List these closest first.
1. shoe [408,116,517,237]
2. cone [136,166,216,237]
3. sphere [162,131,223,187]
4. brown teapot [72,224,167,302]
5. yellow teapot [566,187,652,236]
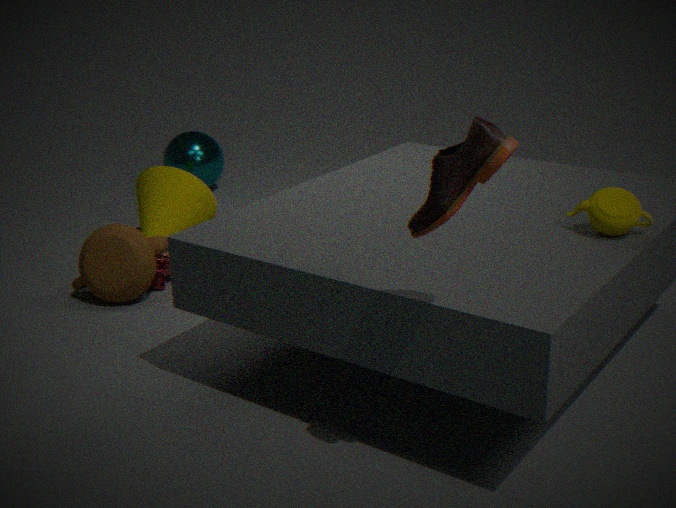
shoe [408,116,517,237]
yellow teapot [566,187,652,236]
brown teapot [72,224,167,302]
cone [136,166,216,237]
sphere [162,131,223,187]
